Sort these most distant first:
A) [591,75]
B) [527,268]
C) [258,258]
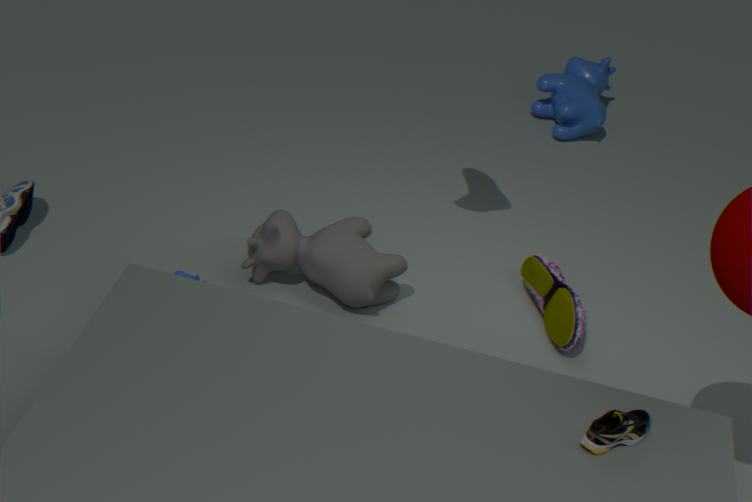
1. [591,75]
2. [527,268]
3. [258,258]
